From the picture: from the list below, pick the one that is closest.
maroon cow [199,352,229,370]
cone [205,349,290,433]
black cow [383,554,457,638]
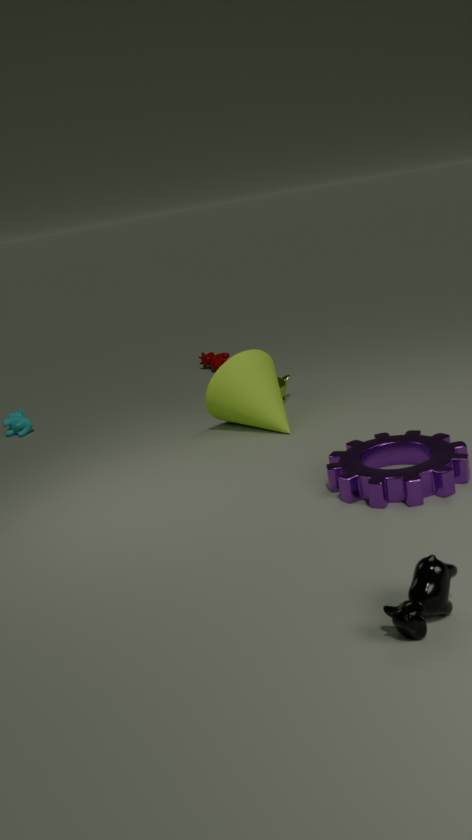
black cow [383,554,457,638]
